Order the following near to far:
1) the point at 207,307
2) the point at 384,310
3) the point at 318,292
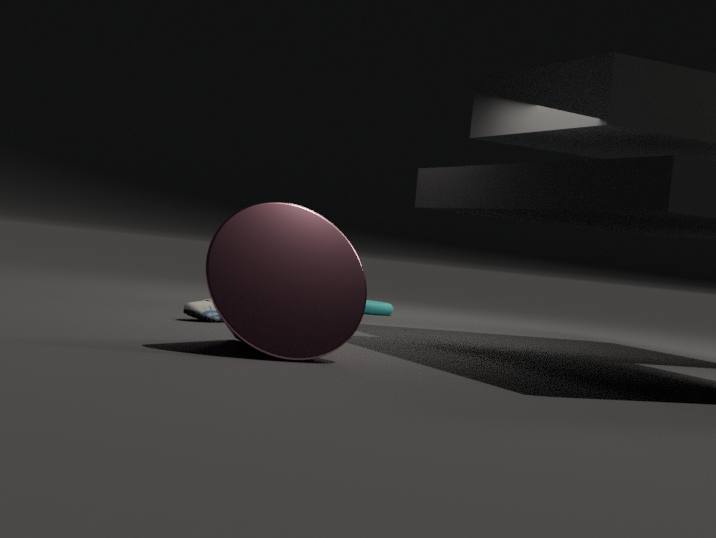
3. the point at 318,292, 1. the point at 207,307, 2. the point at 384,310
